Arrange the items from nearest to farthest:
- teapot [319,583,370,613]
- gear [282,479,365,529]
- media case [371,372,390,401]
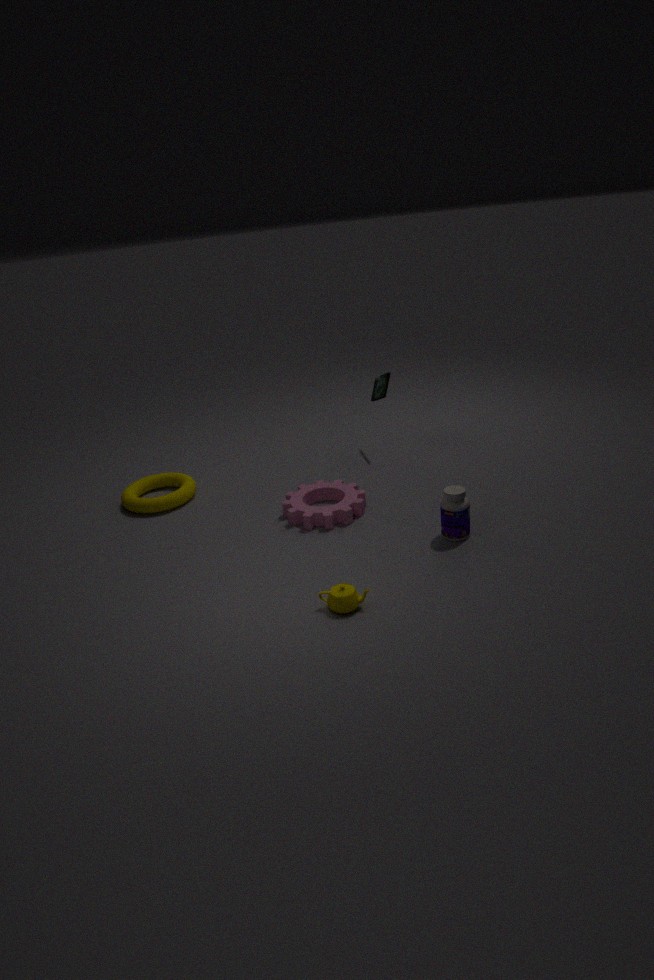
teapot [319,583,370,613], gear [282,479,365,529], media case [371,372,390,401]
